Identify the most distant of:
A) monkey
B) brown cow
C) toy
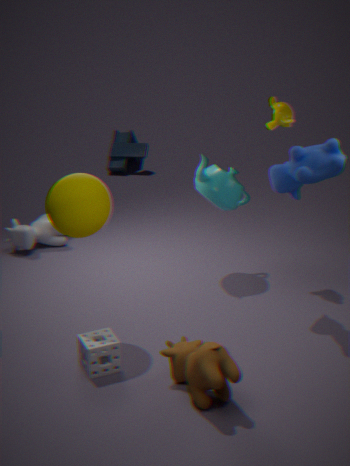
toy
